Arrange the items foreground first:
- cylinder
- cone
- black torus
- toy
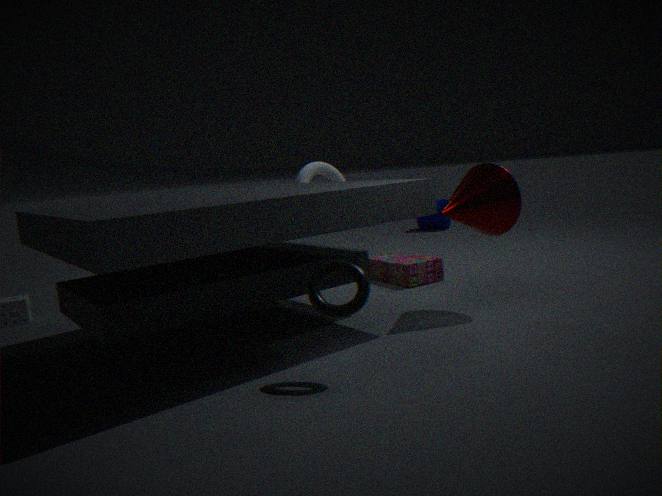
black torus → cone → toy → cylinder
